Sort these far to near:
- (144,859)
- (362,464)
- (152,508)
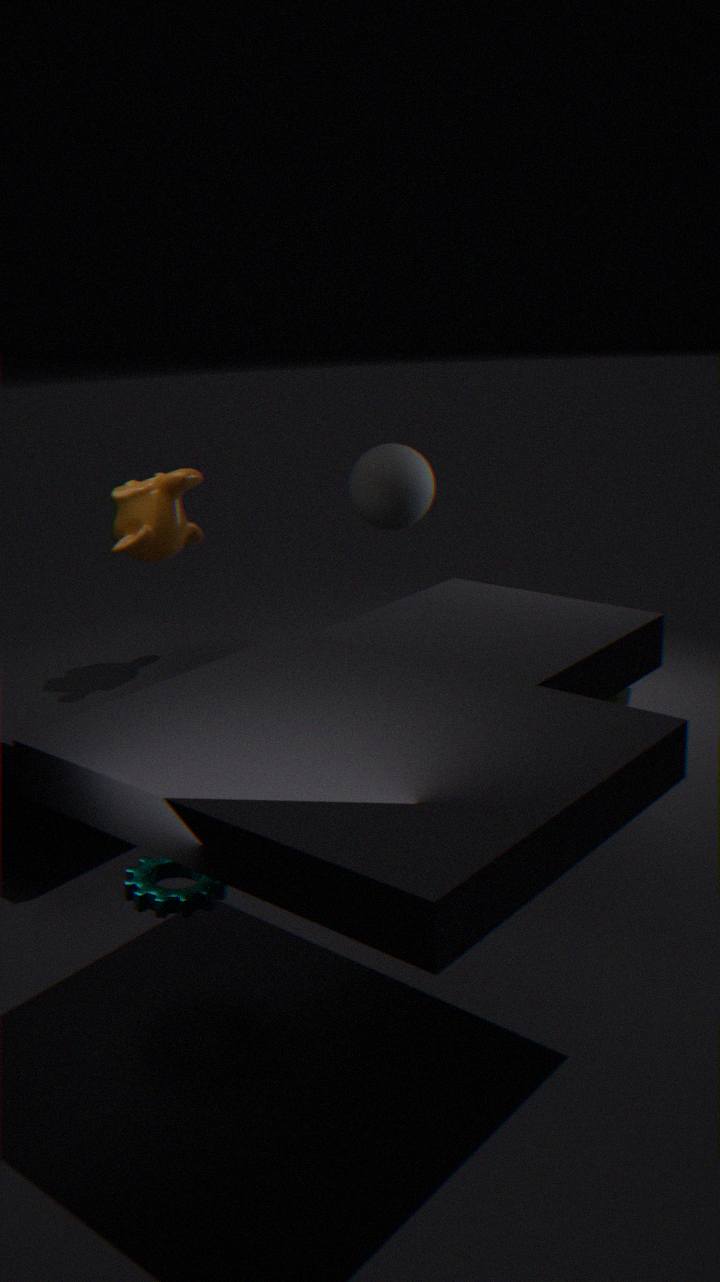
(362,464) → (152,508) → (144,859)
